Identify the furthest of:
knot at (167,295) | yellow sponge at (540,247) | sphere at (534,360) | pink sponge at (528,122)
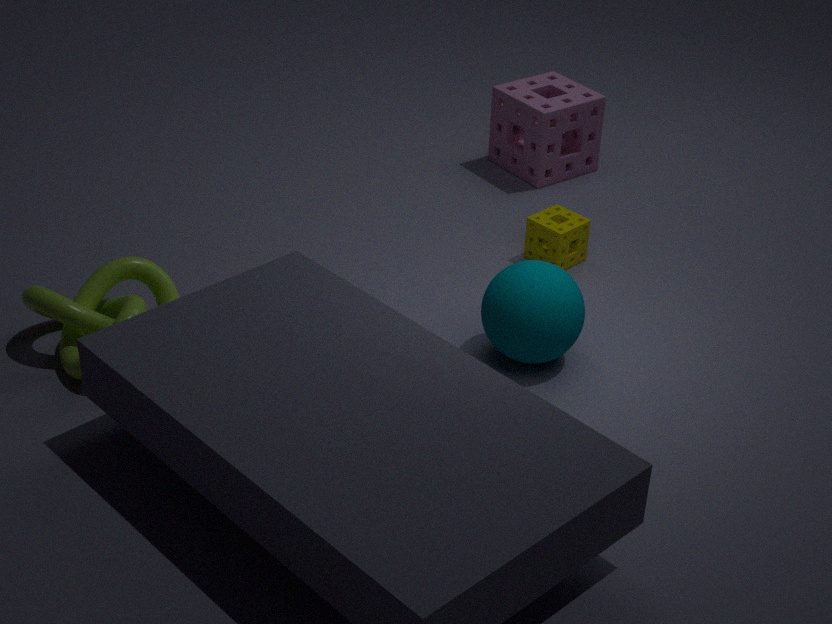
pink sponge at (528,122)
